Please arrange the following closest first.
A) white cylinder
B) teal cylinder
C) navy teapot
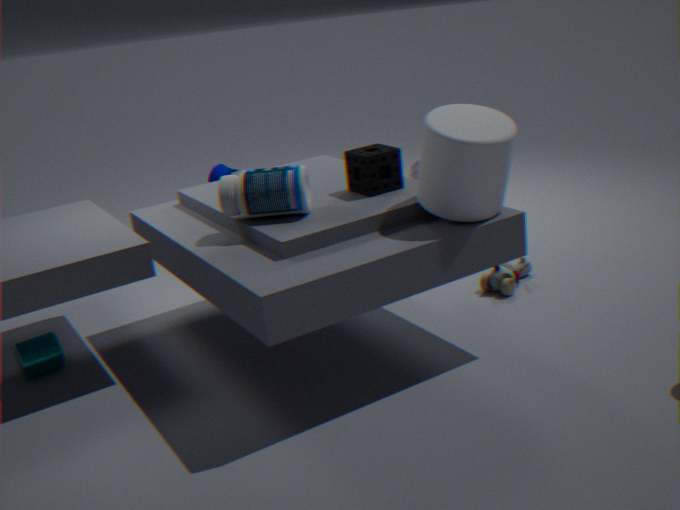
1. white cylinder
2. teal cylinder
3. navy teapot
